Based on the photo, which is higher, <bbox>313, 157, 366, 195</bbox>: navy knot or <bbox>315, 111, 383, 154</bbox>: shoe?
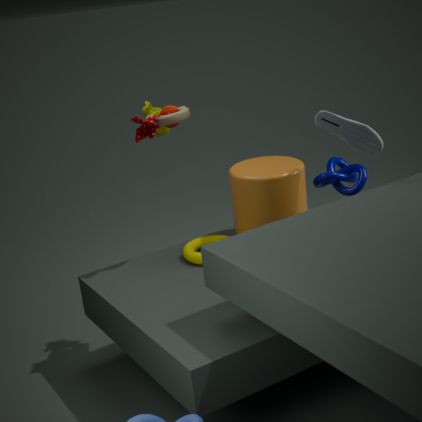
<bbox>315, 111, 383, 154</bbox>: shoe
